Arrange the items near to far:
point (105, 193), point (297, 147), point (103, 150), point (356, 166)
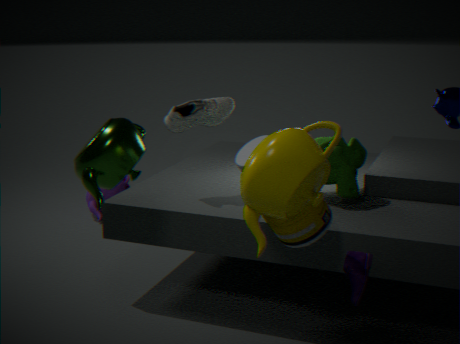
point (297, 147)
point (103, 150)
point (356, 166)
point (105, 193)
